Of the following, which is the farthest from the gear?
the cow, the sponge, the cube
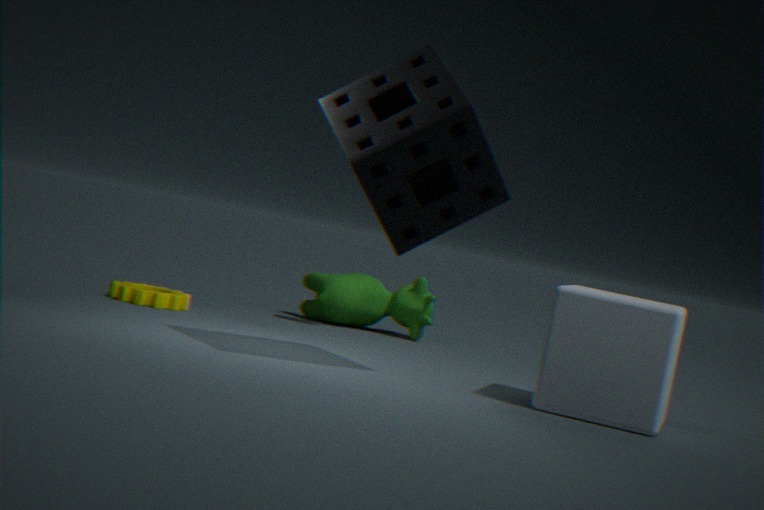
the cube
